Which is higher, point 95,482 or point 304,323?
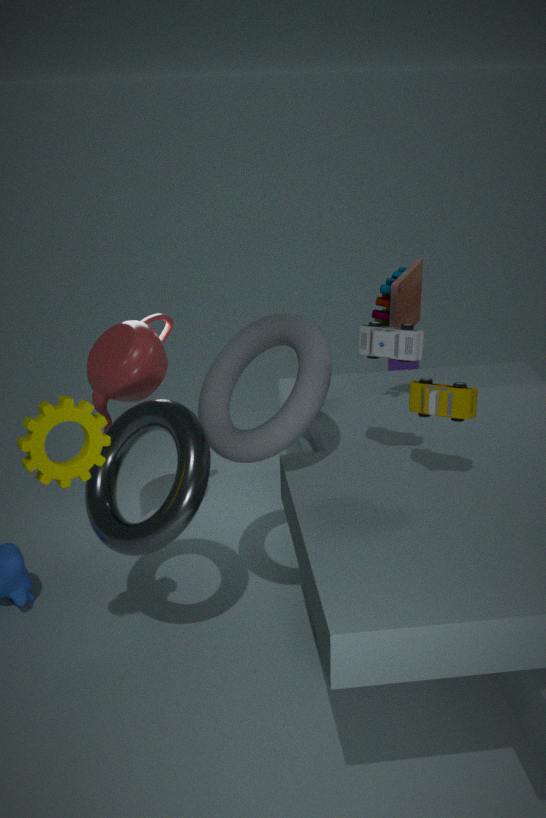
point 304,323
